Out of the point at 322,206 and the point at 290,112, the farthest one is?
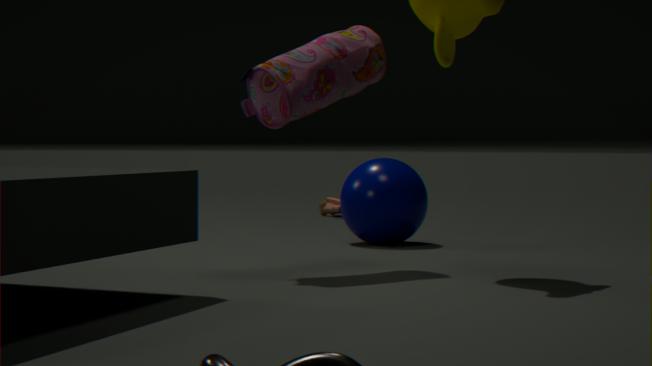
the point at 322,206
